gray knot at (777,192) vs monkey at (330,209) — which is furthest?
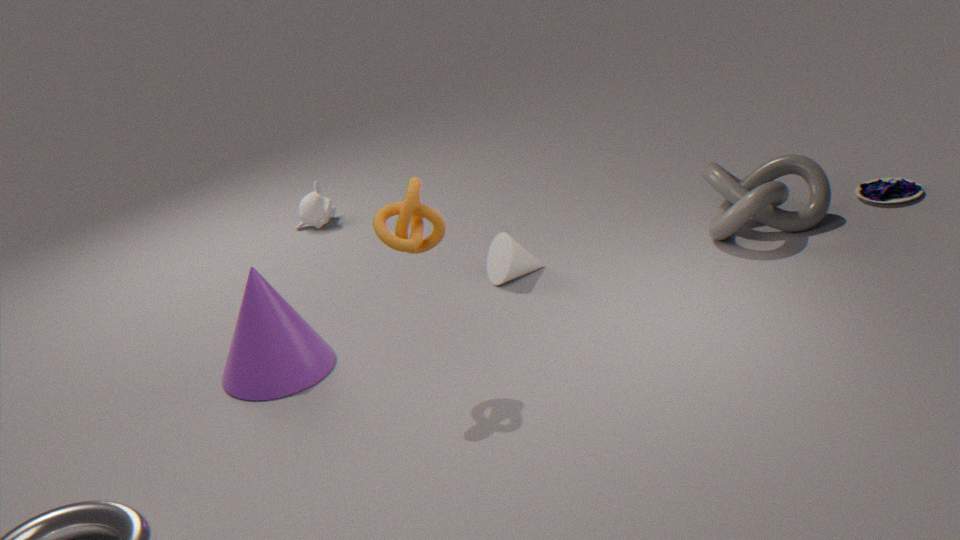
monkey at (330,209)
